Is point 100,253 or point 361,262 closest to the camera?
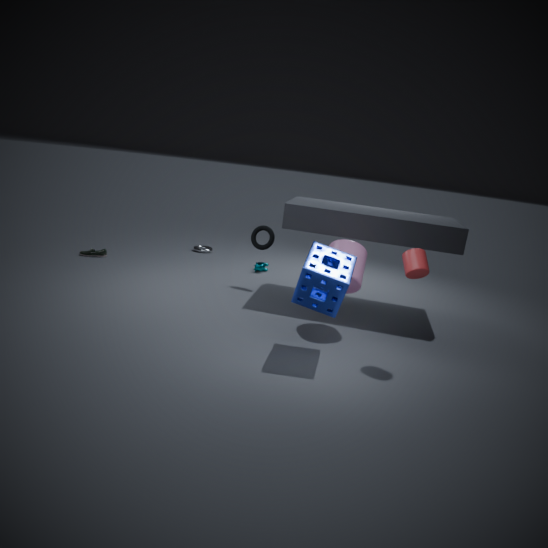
point 361,262
